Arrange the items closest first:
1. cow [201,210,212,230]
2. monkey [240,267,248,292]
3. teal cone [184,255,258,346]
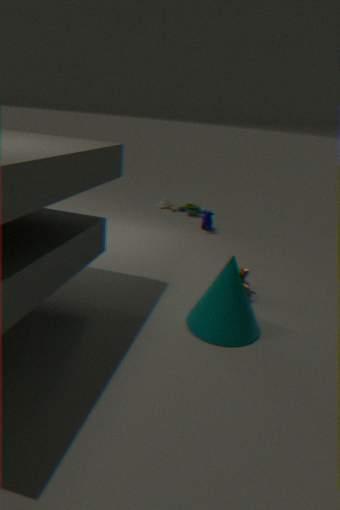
teal cone [184,255,258,346], monkey [240,267,248,292], cow [201,210,212,230]
